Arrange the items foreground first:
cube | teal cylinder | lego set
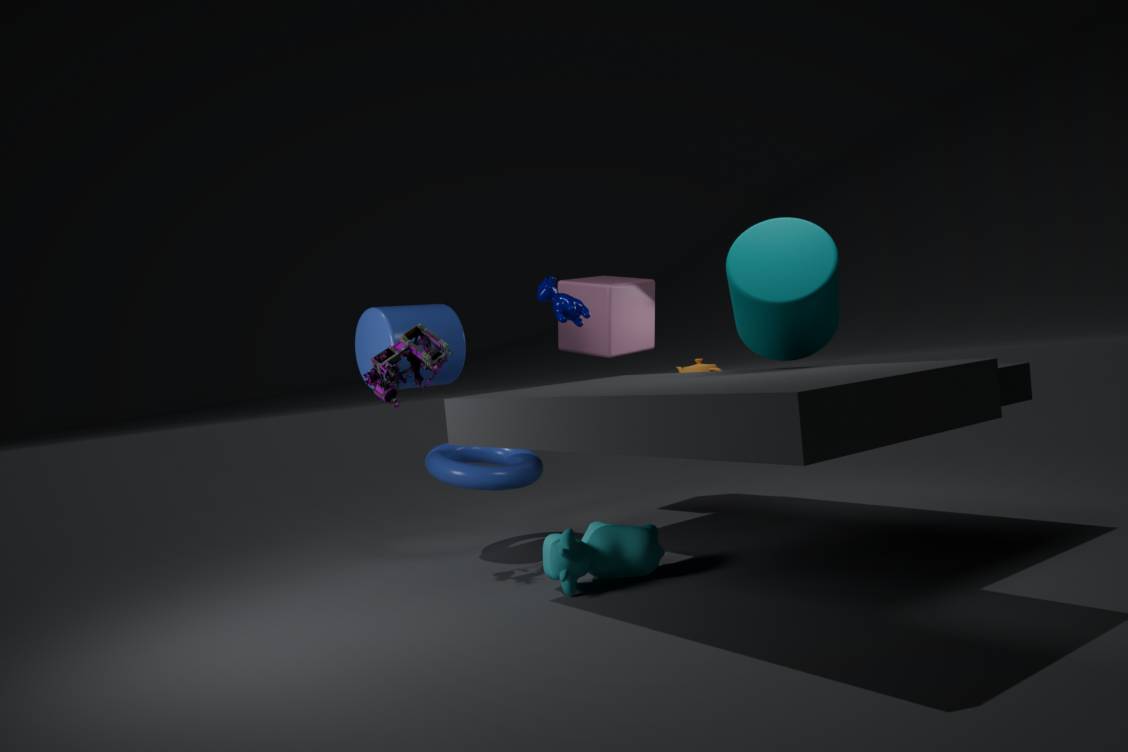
teal cylinder → lego set → cube
